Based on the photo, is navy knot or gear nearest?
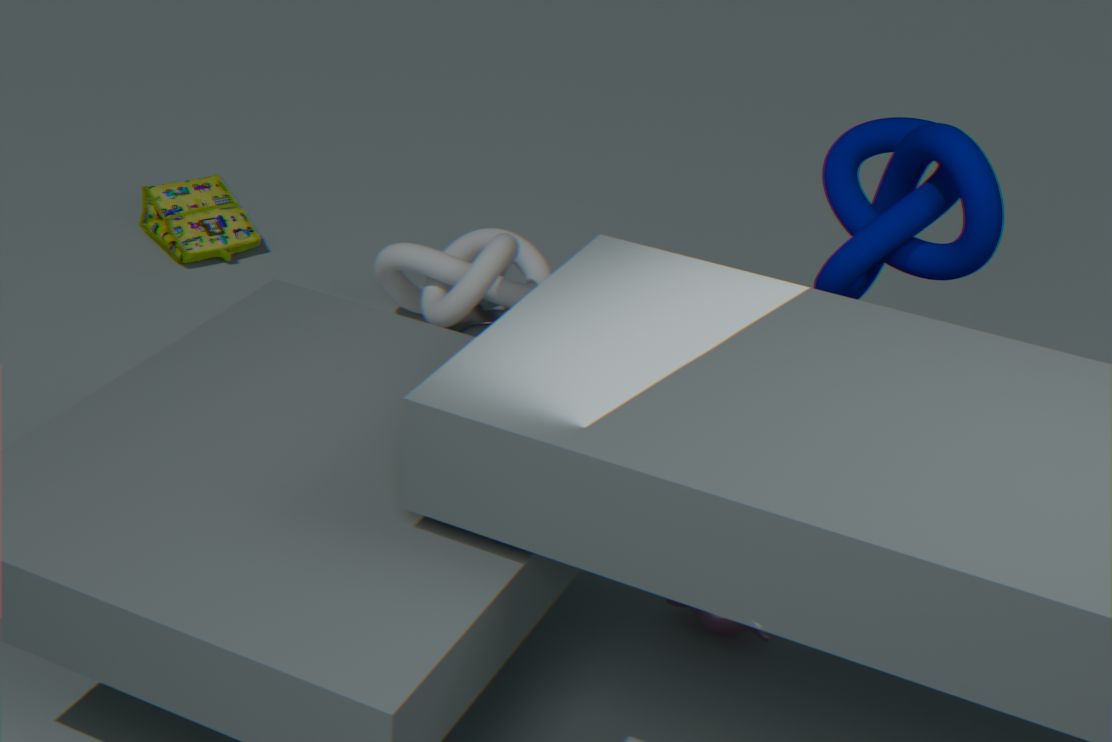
navy knot
